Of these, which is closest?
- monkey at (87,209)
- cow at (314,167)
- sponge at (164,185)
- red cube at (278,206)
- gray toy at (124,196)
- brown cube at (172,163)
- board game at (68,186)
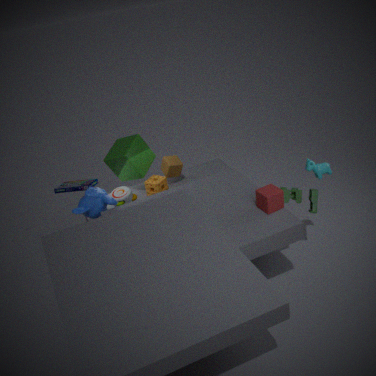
red cube at (278,206)
